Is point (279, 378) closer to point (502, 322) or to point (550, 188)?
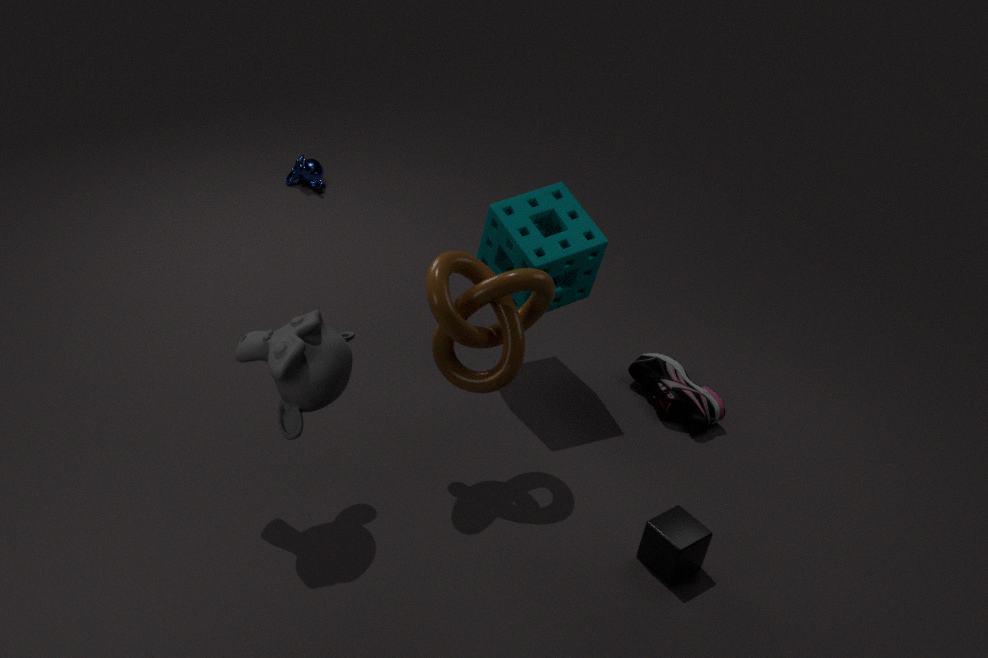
point (502, 322)
